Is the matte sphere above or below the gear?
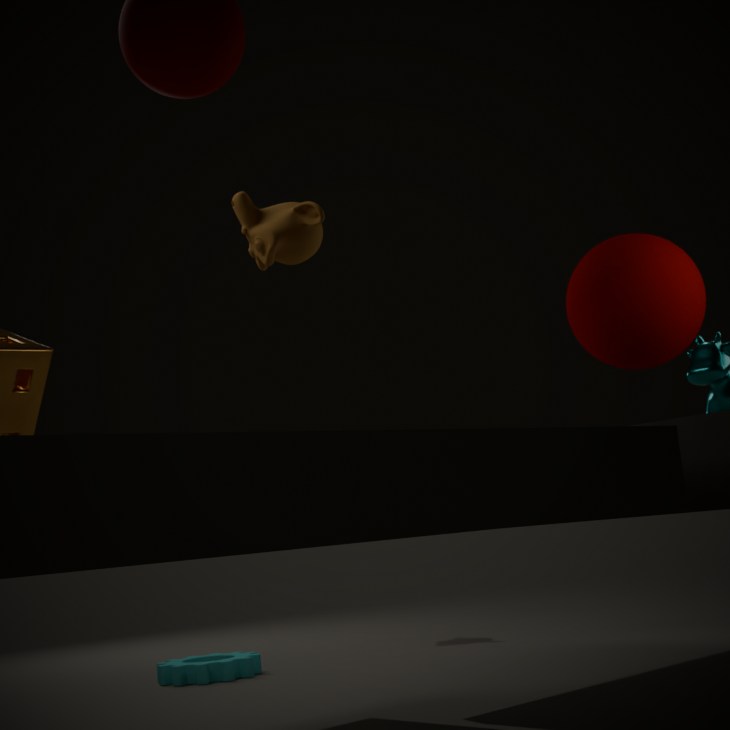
above
